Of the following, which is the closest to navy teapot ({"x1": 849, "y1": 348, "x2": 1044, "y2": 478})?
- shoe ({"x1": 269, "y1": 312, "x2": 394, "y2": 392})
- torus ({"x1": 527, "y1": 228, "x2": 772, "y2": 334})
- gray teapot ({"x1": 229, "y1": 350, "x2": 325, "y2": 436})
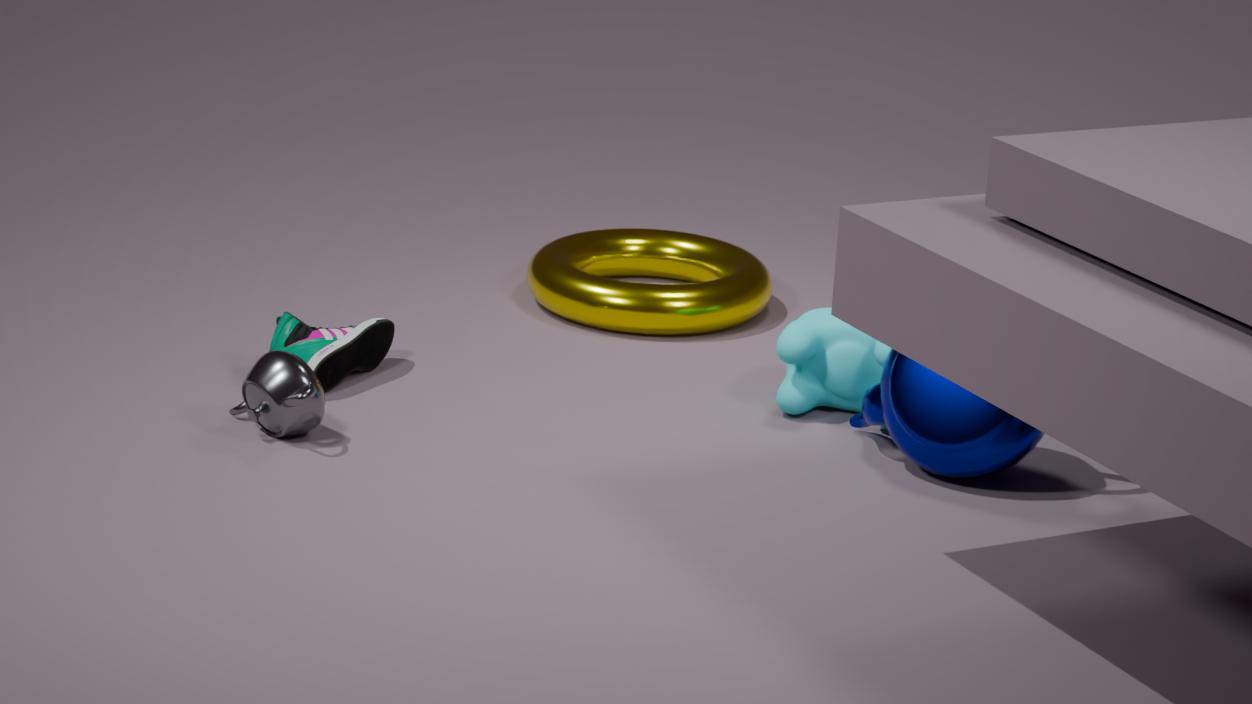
torus ({"x1": 527, "y1": 228, "x2": 772, "y2": 334})
